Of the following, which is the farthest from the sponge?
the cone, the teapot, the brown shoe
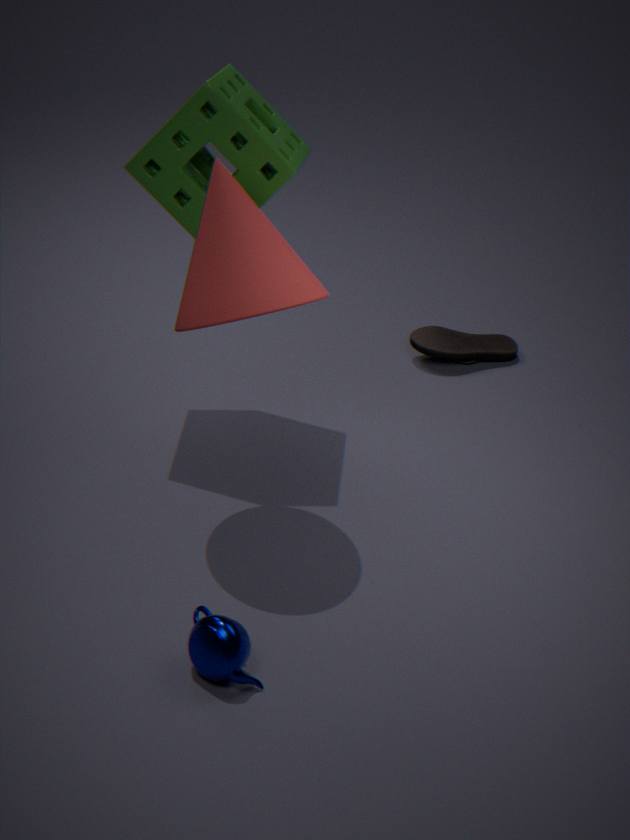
the teapot
